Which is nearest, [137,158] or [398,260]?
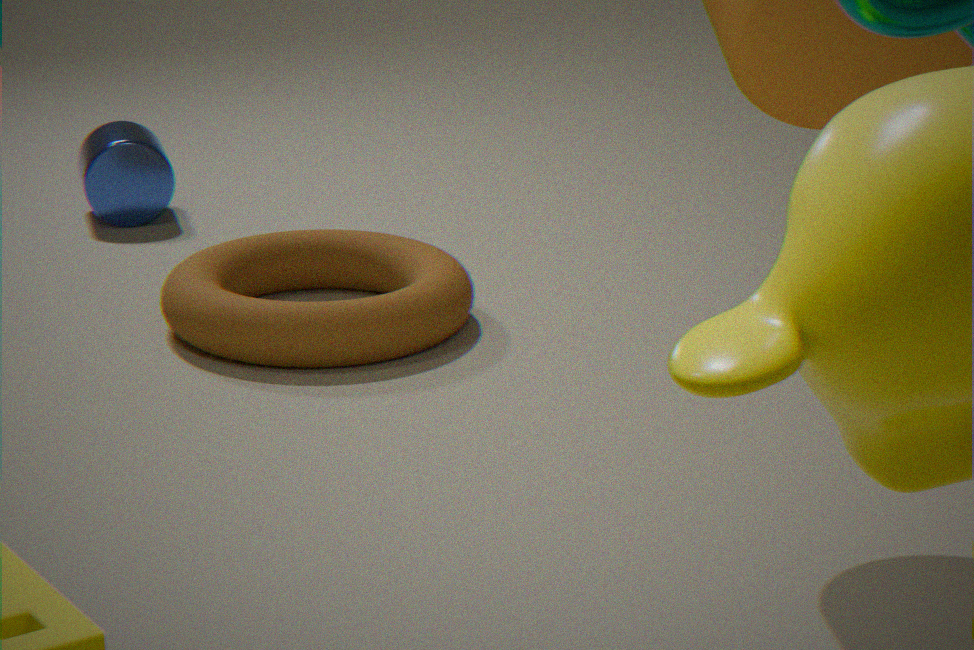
[398,260]
